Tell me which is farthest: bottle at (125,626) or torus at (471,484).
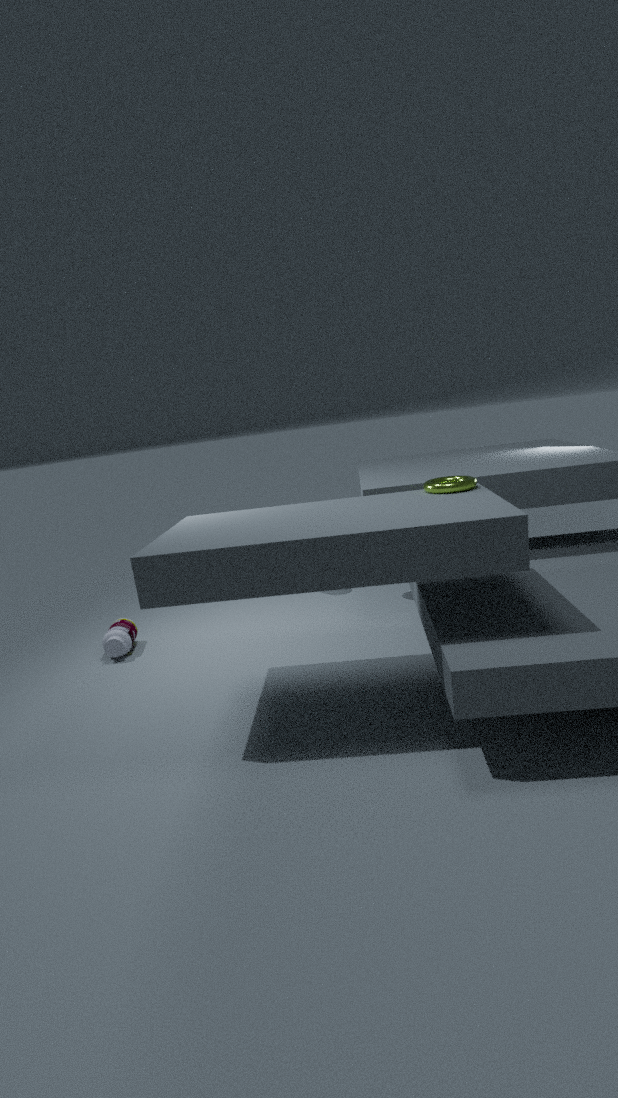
bottle at (125,626)
